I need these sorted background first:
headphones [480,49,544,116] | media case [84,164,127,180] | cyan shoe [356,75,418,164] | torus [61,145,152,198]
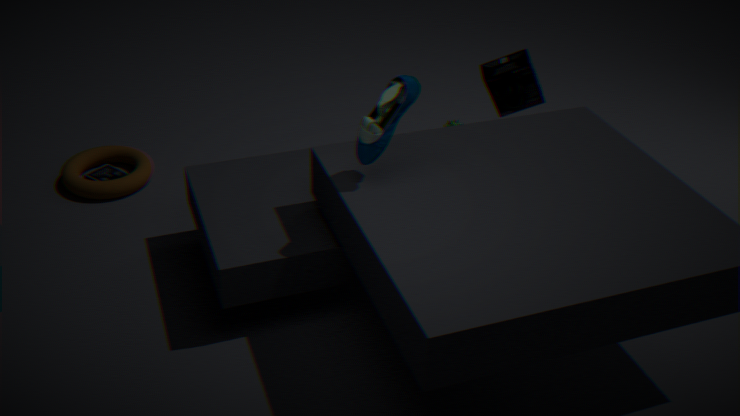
1. media case [84,164,127,180]
2. torus [61,145,152,198]
3. headphones [480,49,544,116]
4. cyan shoe [356,75,418,164]
